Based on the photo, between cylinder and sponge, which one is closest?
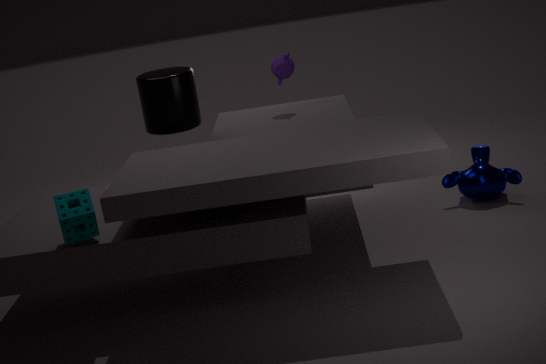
sponge
